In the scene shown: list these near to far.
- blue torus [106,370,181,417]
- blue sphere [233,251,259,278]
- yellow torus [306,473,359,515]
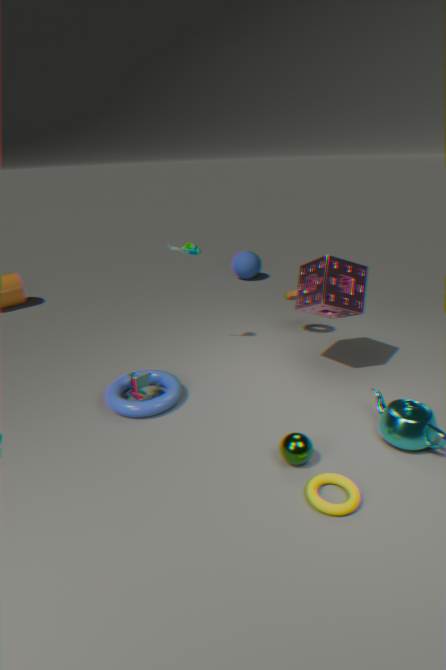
yellow torus [306,473,359,515] < blue torus [106,370,181,417] < blue sphere [233,251,259,278]
